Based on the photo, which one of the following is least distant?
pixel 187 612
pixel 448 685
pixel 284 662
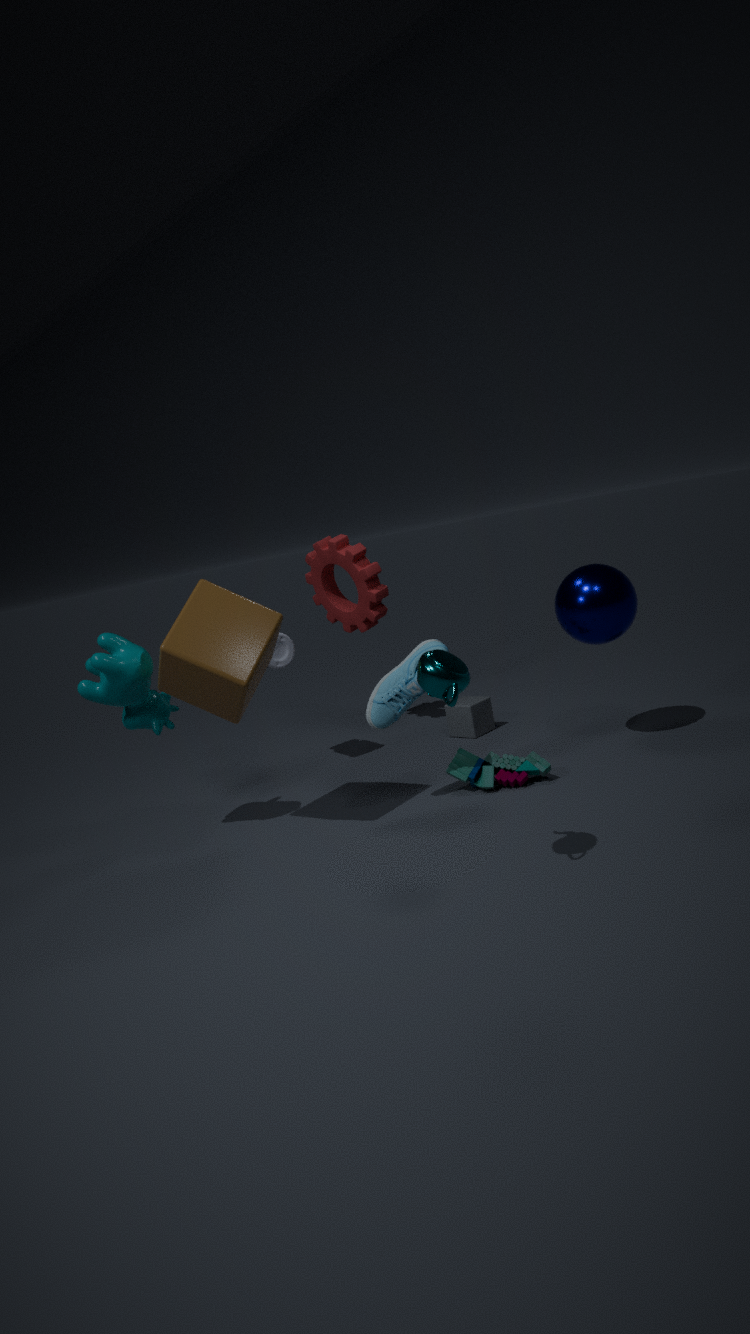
pixel 448 685
